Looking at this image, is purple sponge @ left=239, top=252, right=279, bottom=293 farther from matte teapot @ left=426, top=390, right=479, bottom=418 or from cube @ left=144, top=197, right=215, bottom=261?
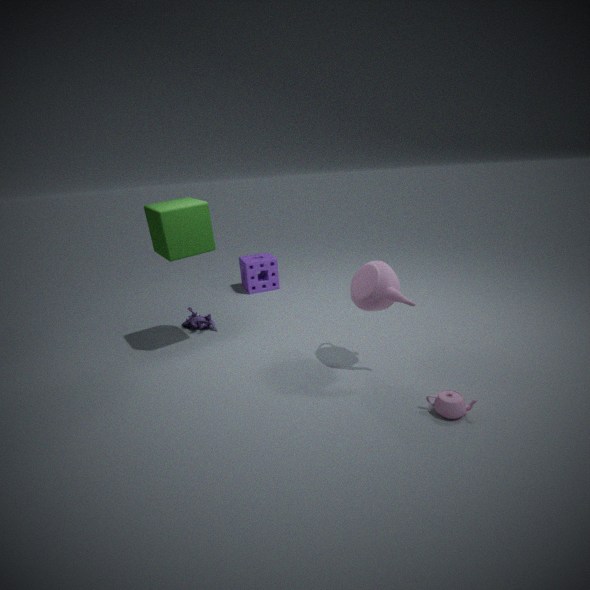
matte teapot @ left=426, top=390, right=479, bottom=418
